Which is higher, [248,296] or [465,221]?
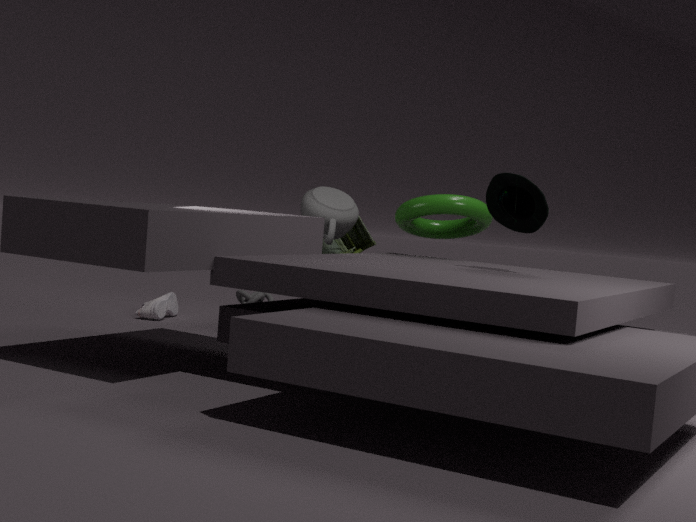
[465,221]
